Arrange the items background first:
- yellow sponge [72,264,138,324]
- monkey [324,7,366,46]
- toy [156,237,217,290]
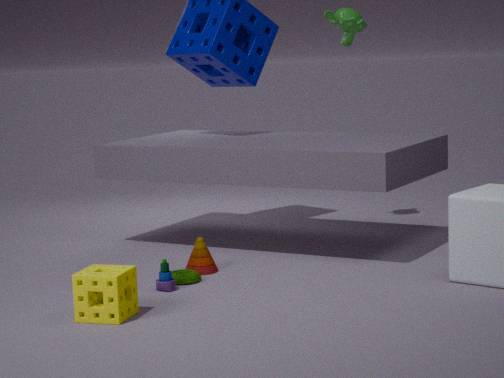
monkey [324,7,366,46] < toy [156,237,217,290] < yellow sponge [72,264,138,324]
